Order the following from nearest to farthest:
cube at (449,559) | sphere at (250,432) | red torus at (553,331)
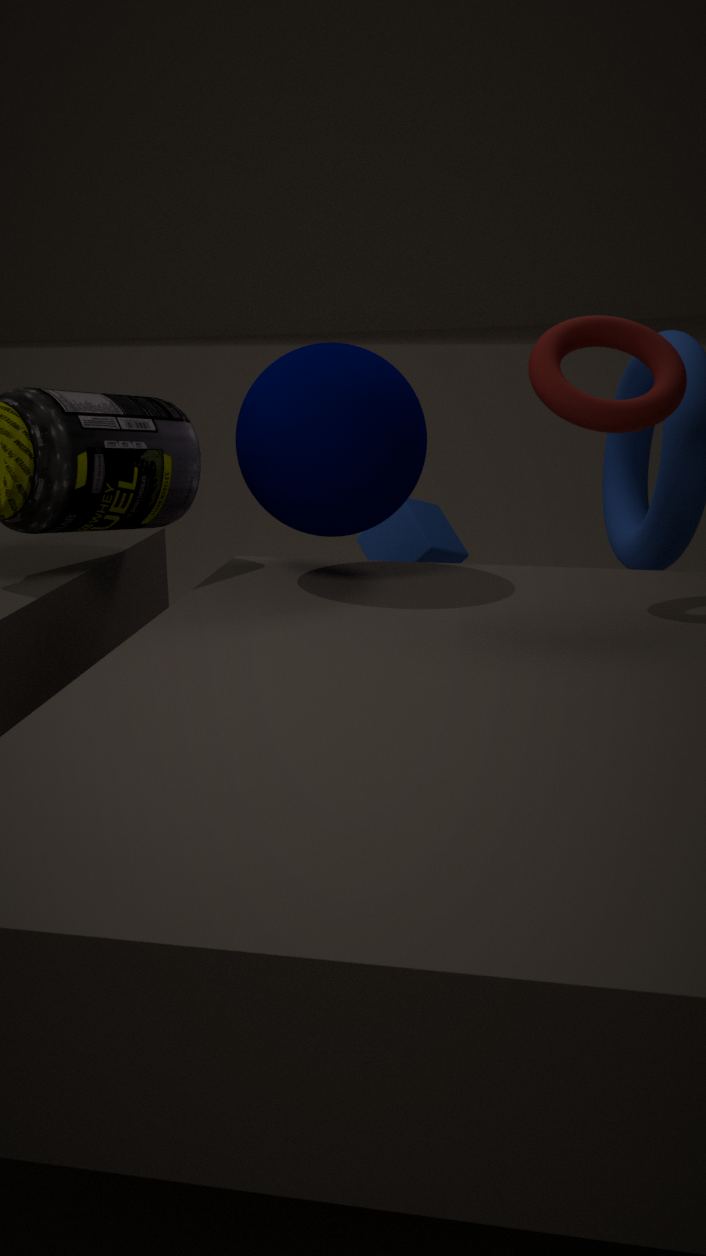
red torus at (553,331) → sphere at (250,432) → cube at (449,559)
